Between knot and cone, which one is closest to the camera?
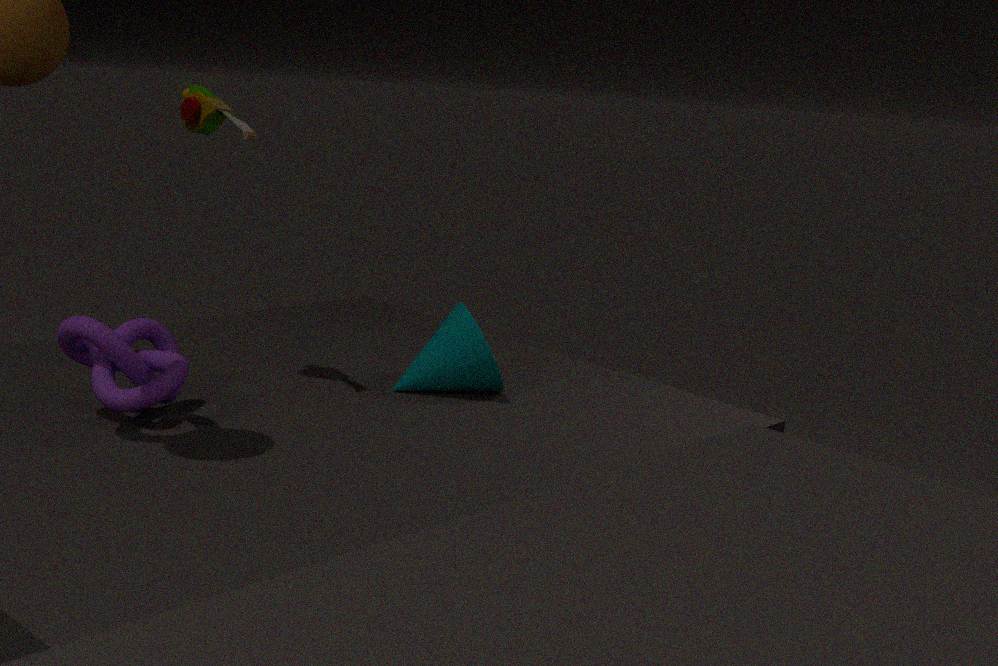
knot
